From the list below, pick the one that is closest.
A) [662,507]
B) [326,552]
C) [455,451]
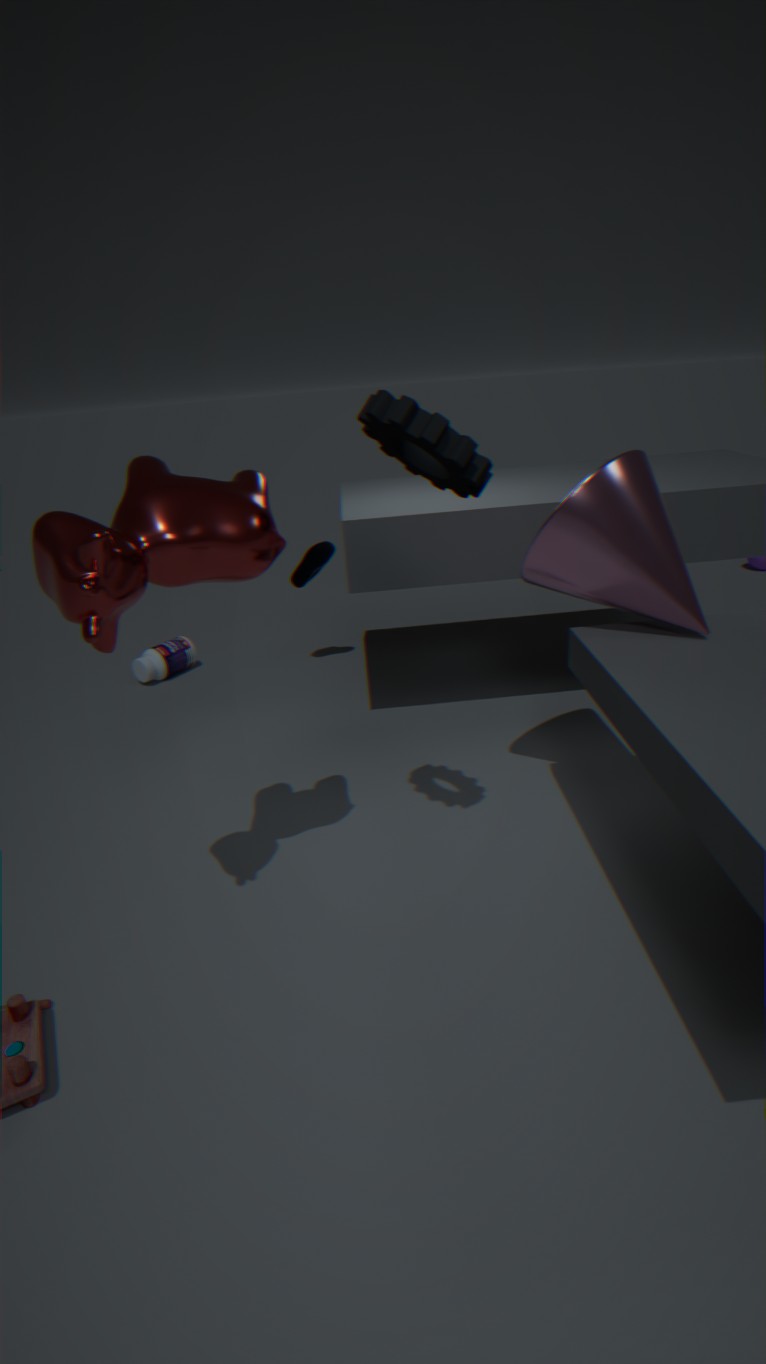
[455,451]
